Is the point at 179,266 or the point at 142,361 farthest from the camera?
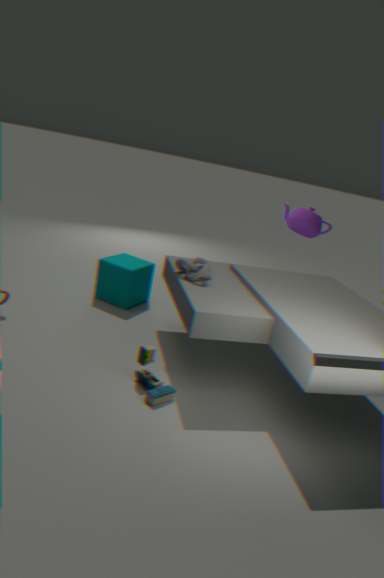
the point at 179,266
